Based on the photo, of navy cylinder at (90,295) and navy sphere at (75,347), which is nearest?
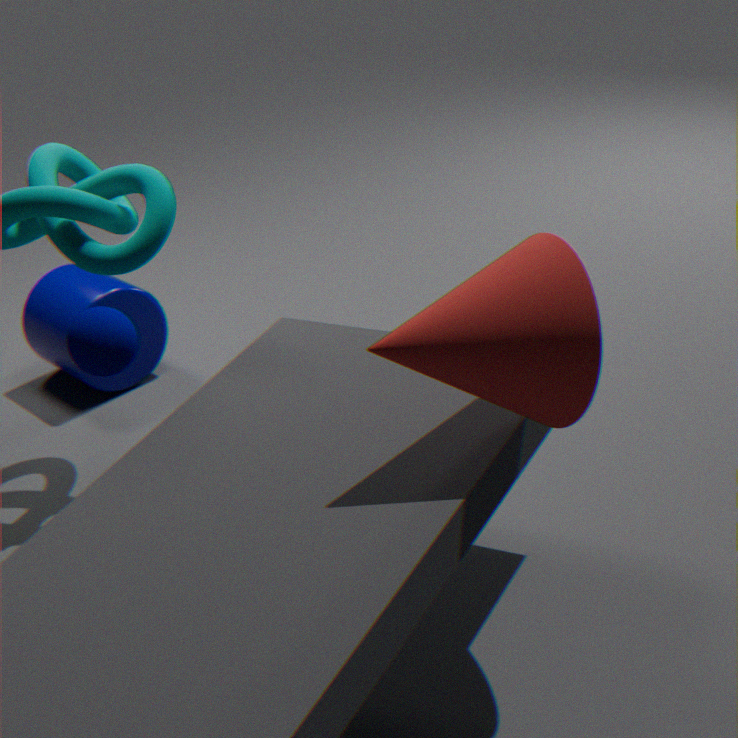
navy sphere at (75,347)
